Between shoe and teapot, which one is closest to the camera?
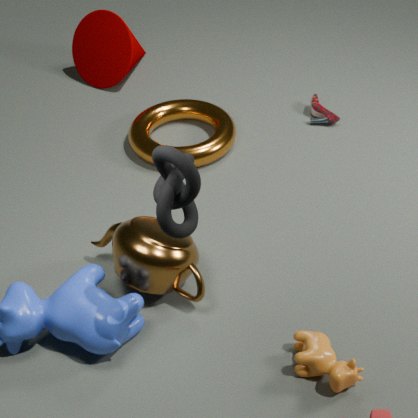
teapot
